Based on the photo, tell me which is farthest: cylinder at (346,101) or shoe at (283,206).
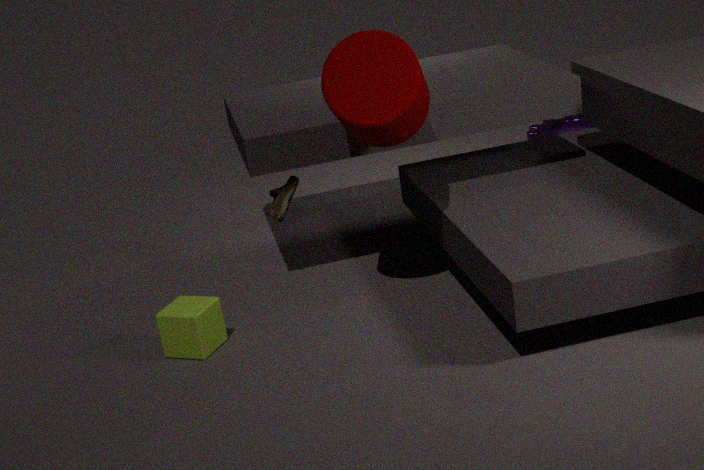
shoe at (283,206)
